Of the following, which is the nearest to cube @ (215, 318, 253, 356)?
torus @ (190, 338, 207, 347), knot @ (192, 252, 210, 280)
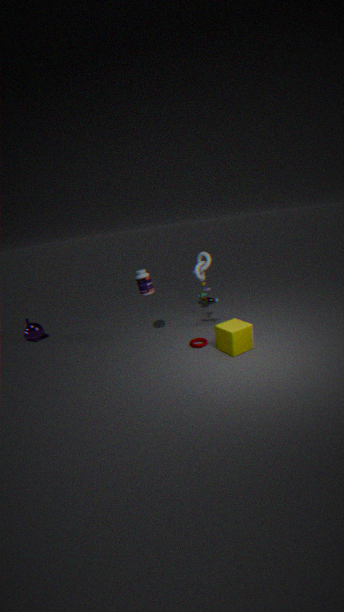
torus @ (190, 338, 207, 347)
